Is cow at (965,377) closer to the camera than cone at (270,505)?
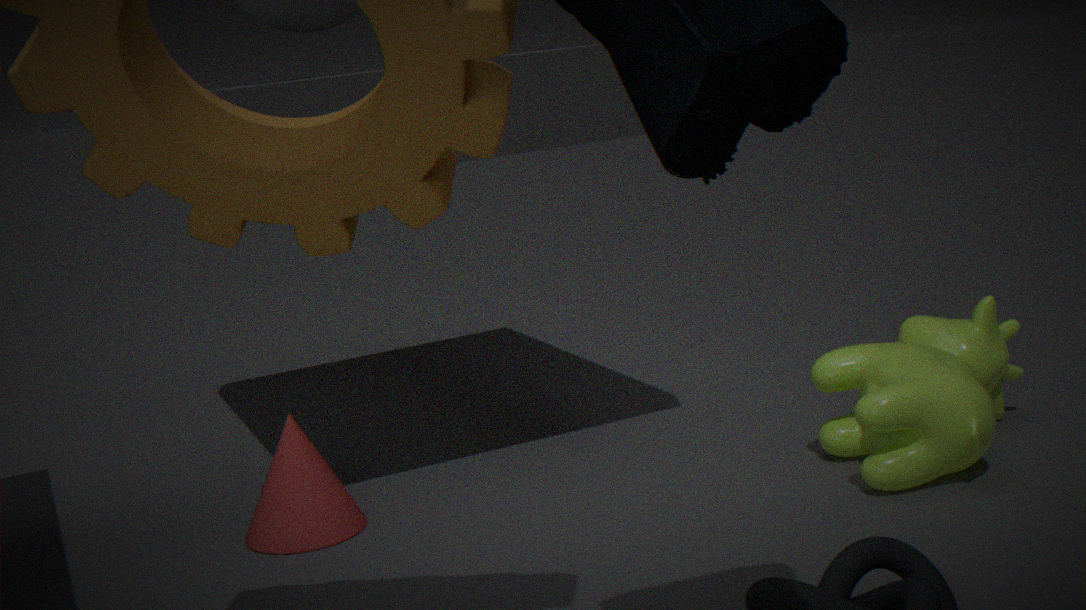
Yes
